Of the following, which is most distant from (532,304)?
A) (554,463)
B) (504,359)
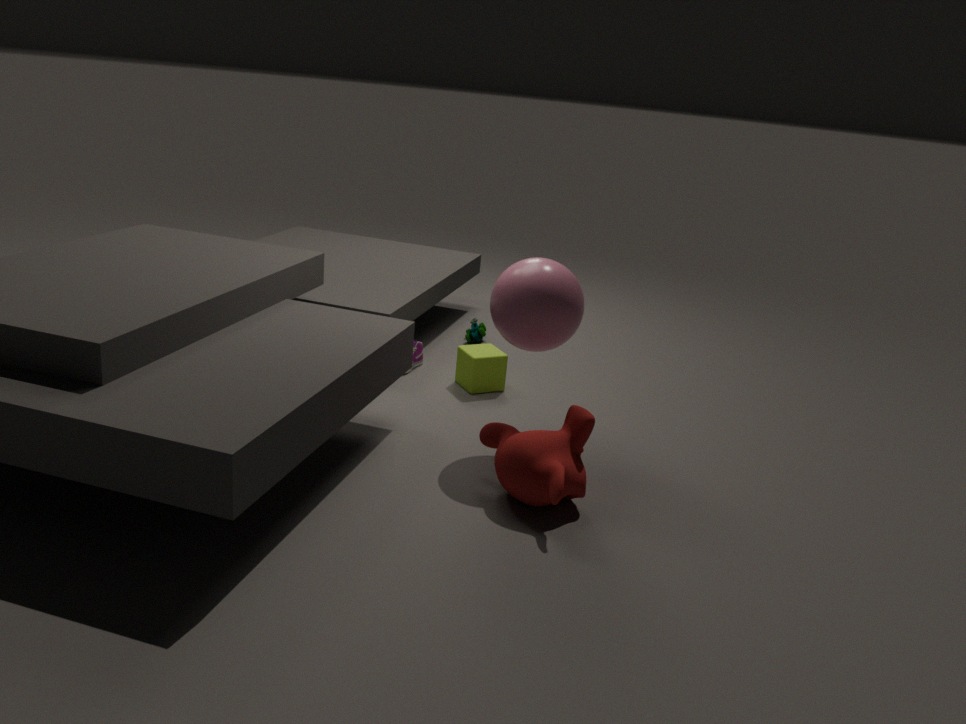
(504,359)
